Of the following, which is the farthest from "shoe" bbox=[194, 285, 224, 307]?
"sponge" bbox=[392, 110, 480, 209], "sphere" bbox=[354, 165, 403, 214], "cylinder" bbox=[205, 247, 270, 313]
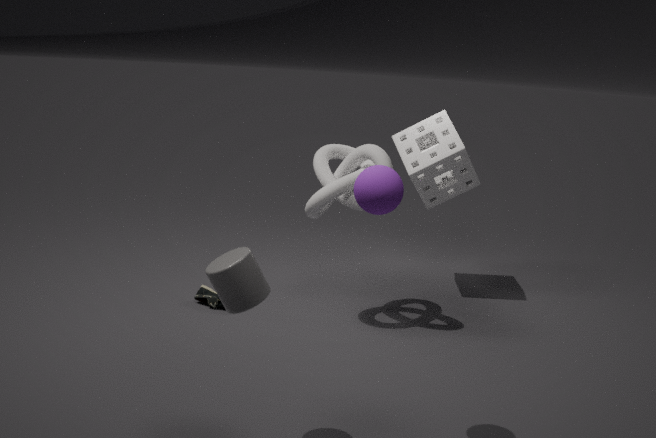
"sphere" bbox=[354, 165, 403, 214]
